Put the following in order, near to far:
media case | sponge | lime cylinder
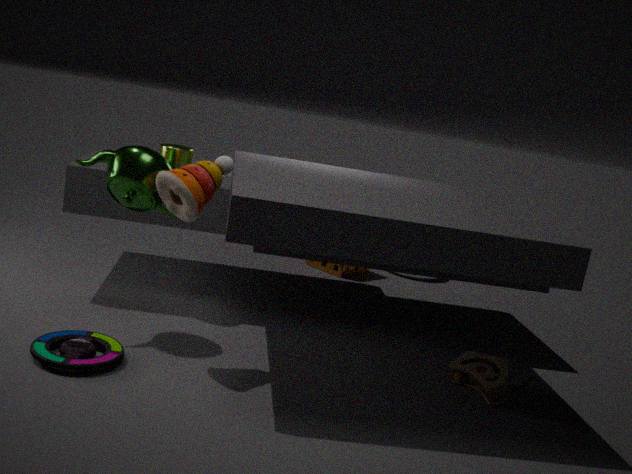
media case, lime cylinder, sponge
